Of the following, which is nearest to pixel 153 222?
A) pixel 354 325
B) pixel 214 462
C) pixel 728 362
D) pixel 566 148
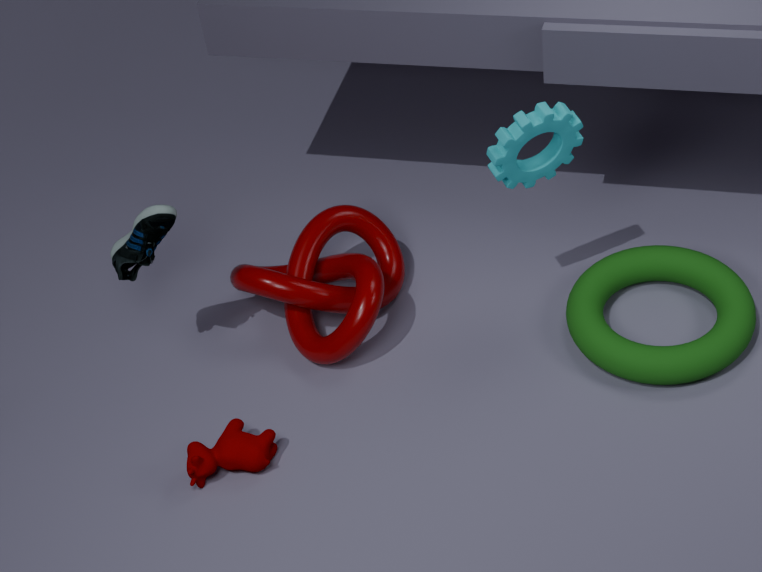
pixel 354 325
